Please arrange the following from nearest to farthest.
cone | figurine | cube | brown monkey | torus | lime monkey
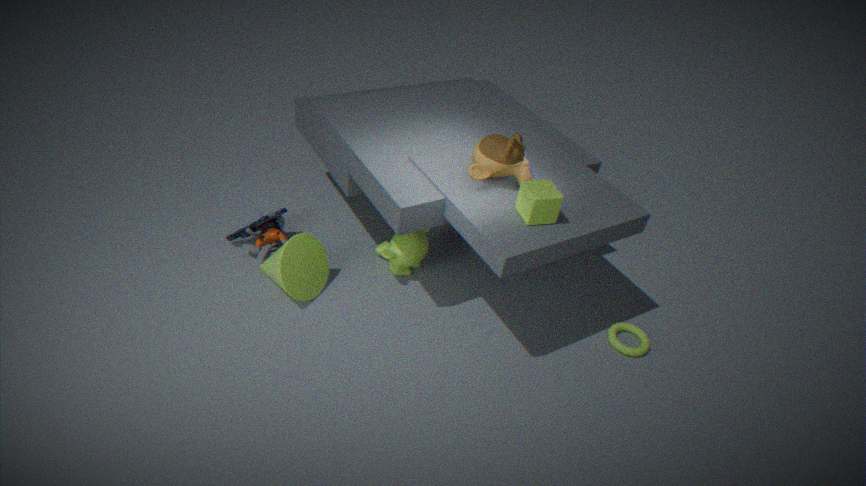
1. cube
2. brown monkey
3. cone
4. torus
5. lime monkey
6. figurine
